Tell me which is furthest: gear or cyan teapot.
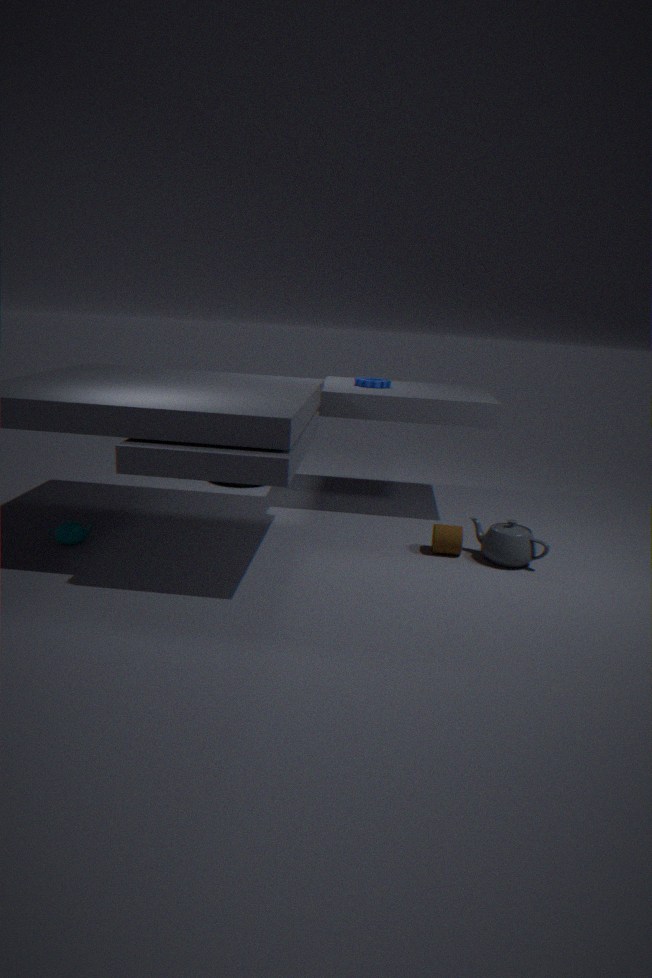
gear
